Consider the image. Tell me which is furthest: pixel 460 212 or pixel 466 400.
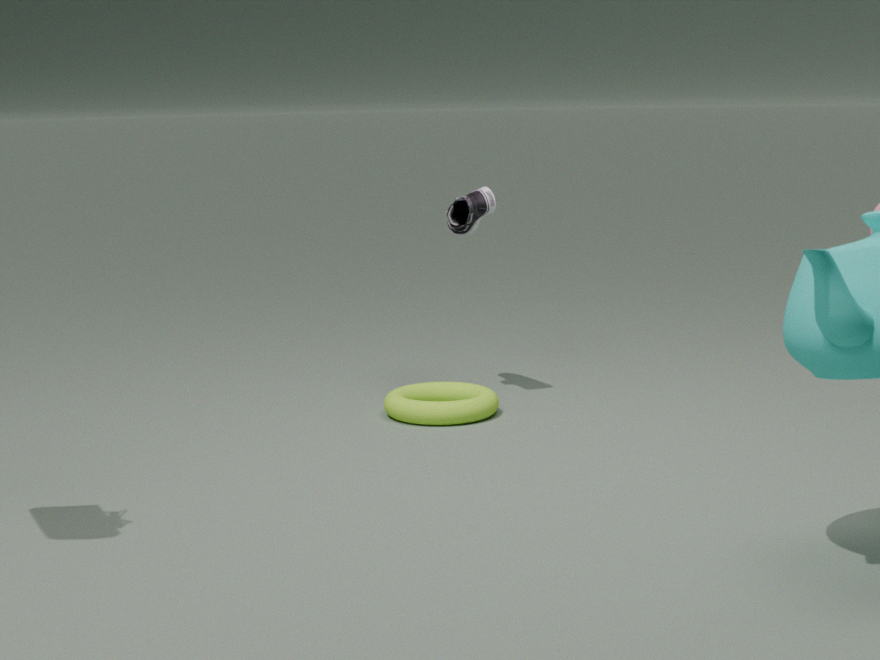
pixel 460 212
